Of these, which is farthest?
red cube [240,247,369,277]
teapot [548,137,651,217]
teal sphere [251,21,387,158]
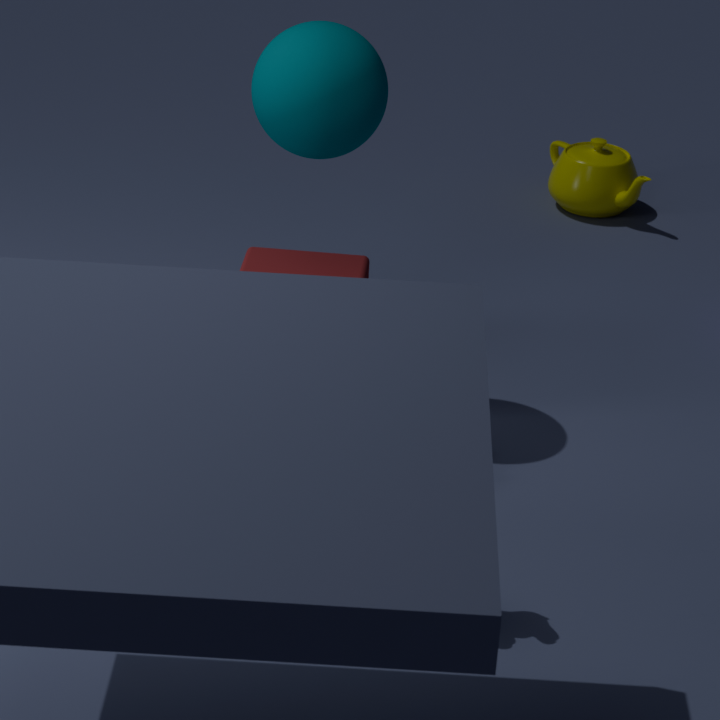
teapot [548,137,651,217]
